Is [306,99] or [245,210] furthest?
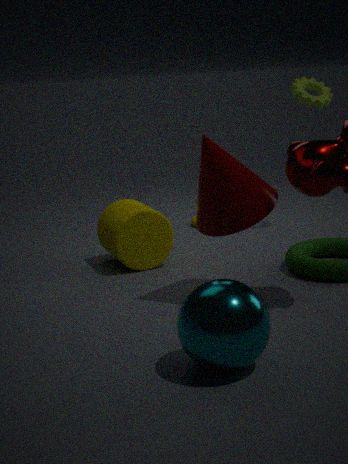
[306,99]
